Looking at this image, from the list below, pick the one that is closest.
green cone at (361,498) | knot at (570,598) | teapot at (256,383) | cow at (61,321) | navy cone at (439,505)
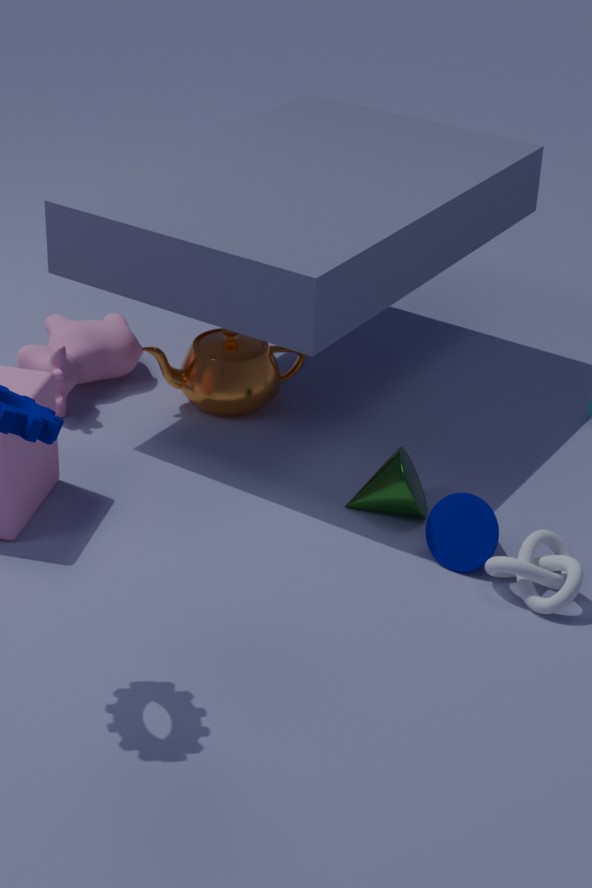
knot at (570,598)
